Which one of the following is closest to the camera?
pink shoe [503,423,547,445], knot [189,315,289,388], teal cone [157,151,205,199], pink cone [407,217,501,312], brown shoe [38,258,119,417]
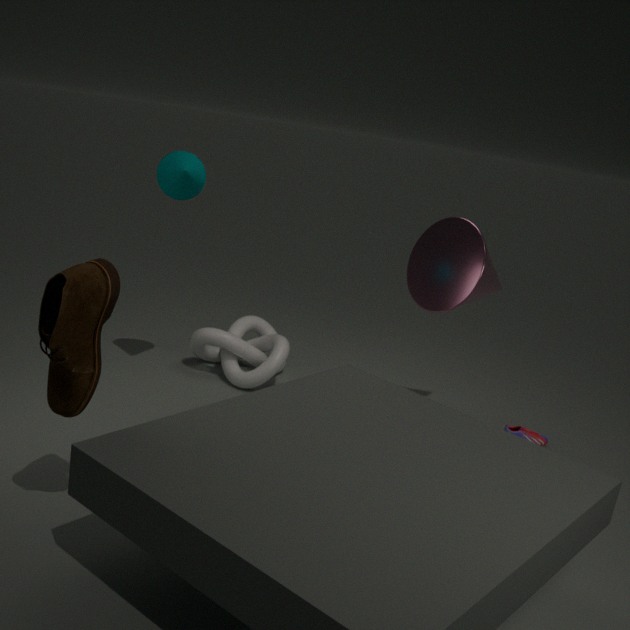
brown shoe [38,258,119,417]
